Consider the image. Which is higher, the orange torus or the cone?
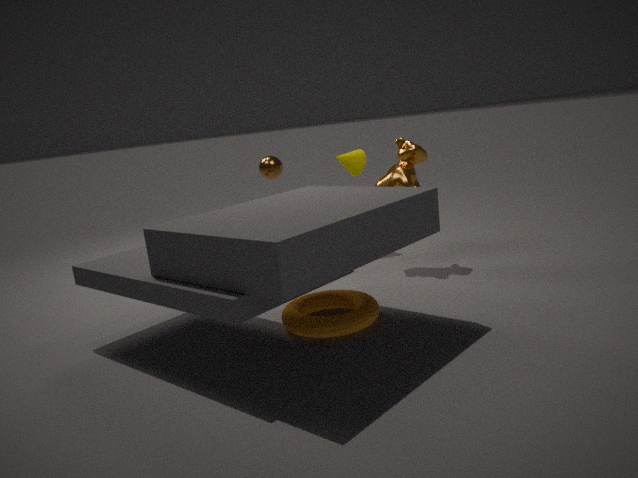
the cone
